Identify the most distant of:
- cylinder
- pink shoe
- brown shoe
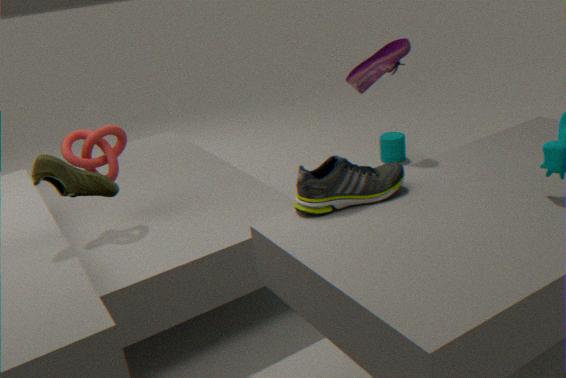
cylinder
